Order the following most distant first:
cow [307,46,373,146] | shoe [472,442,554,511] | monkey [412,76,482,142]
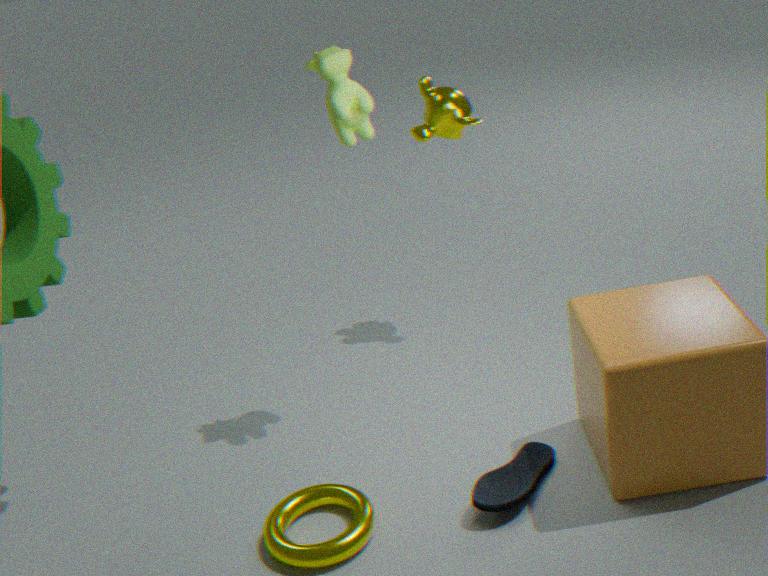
monkey [412,76,482,142] < cow [307,46,373,146] < shoe [472,442,554,511]
